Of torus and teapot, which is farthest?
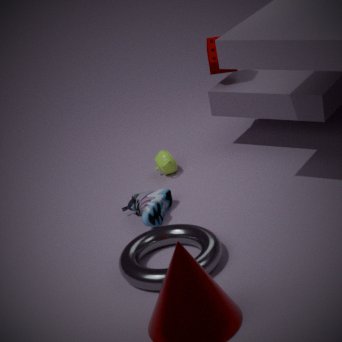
teapot
